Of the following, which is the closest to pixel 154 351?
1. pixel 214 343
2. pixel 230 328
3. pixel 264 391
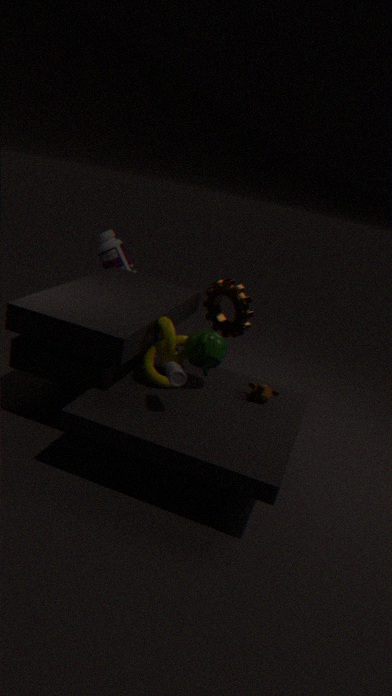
pixel 214 343
